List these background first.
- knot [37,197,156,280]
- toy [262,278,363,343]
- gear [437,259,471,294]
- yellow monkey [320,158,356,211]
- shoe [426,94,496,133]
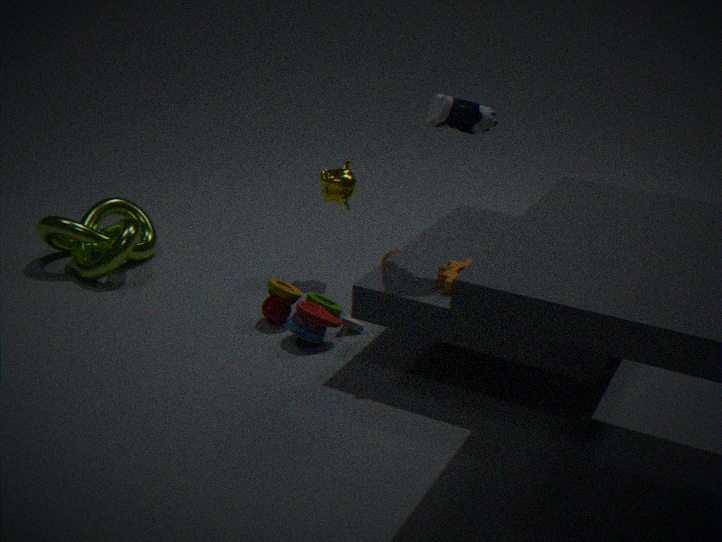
1. yellow monkey [320,158,356,211]
2. knot [37,197,156,280]
3. toy [262,278,363,343]
4. gear [437,259,471,294]
5. shoe [426,94,496,133]
